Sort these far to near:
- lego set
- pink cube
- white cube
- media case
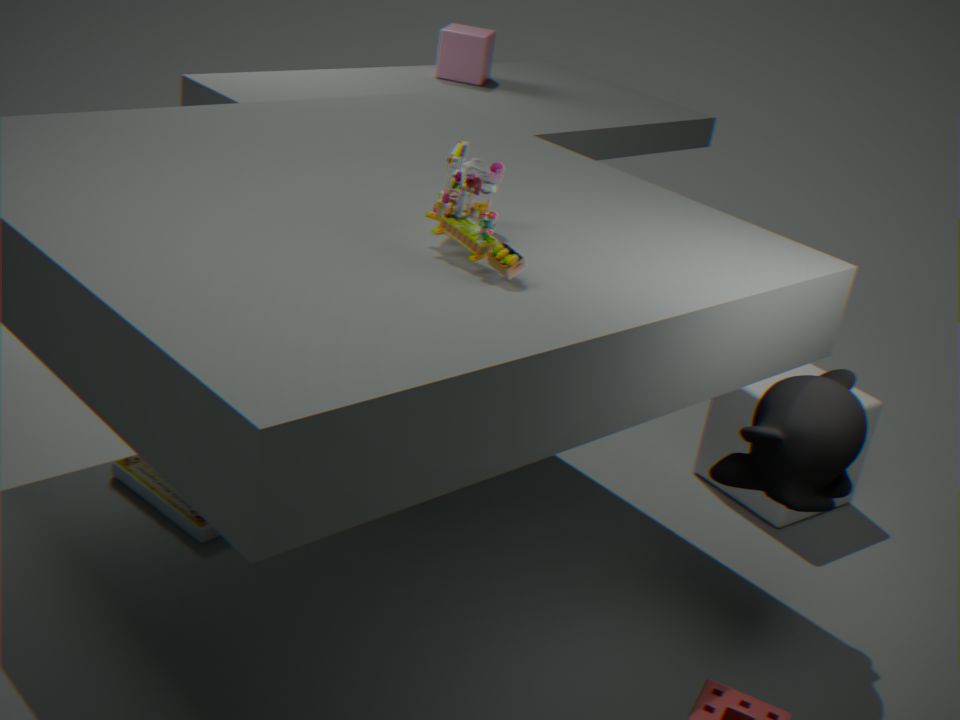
pink cube → white cube → media case → lego set
